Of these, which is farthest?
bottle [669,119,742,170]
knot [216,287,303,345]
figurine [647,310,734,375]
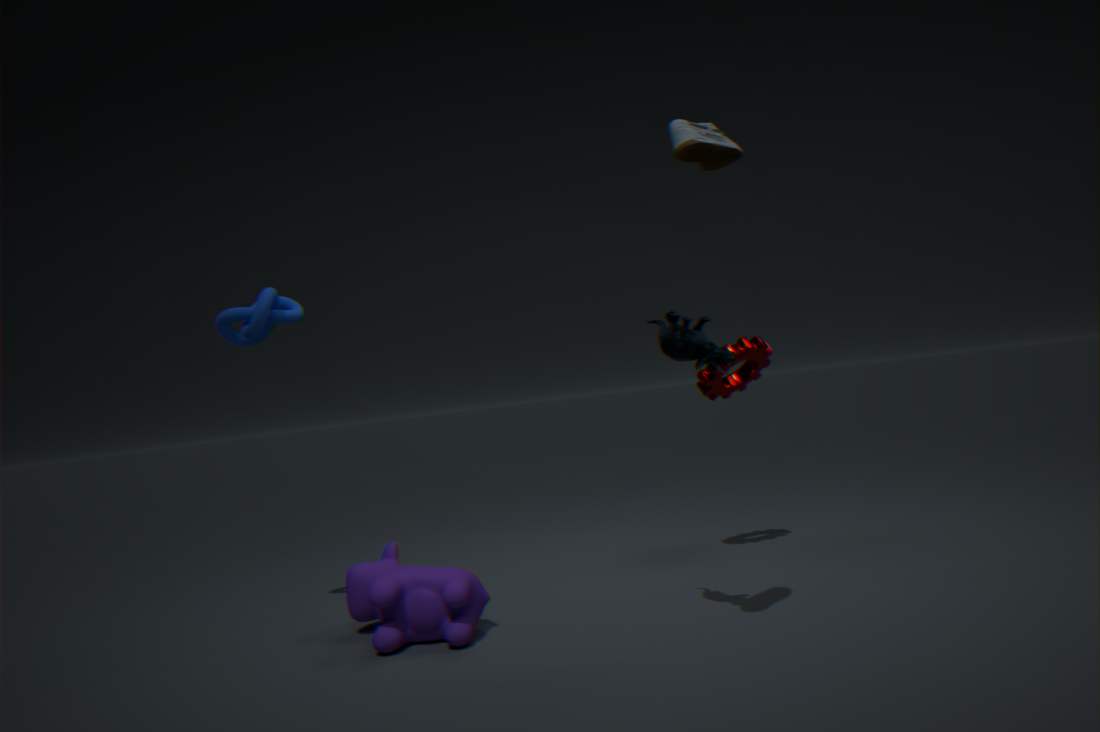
knot [216,287,303,345]
